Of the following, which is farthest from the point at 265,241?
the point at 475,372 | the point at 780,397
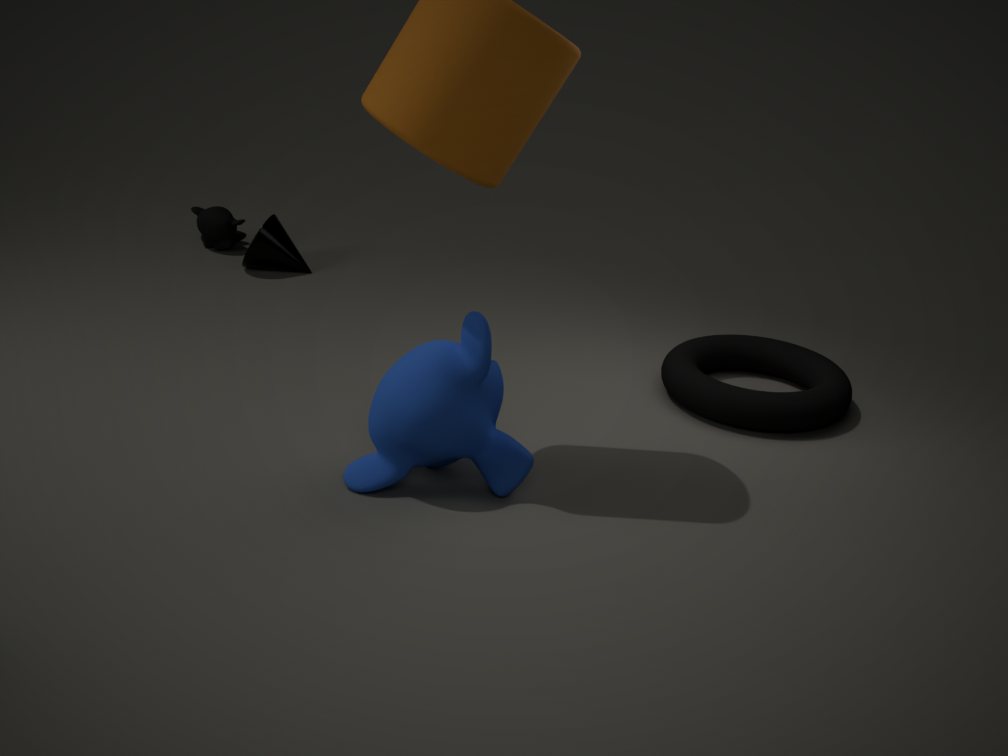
the point at 780,397
